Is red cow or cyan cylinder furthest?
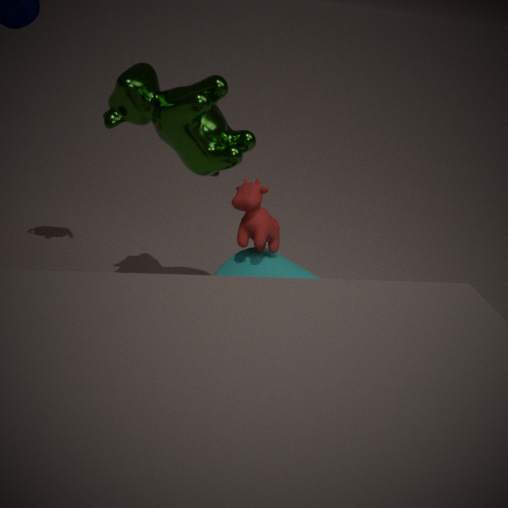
cyan cylinder
